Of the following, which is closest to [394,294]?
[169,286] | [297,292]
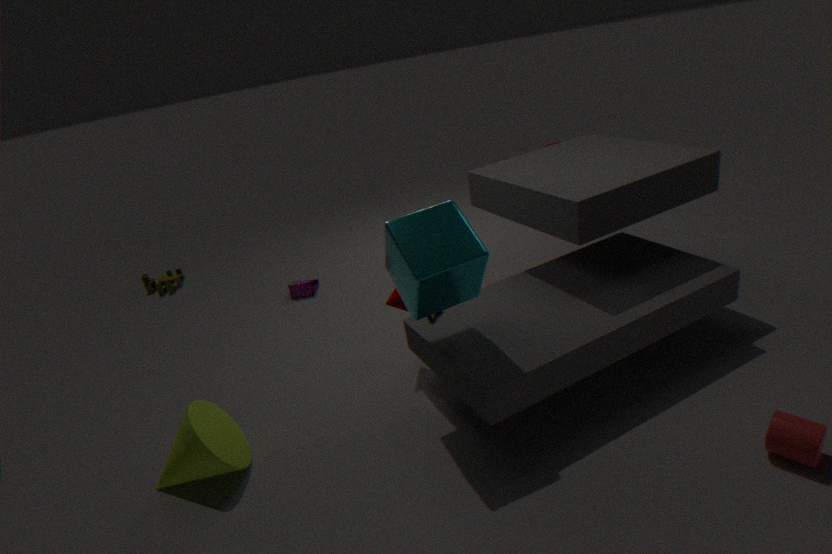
[297,292]
